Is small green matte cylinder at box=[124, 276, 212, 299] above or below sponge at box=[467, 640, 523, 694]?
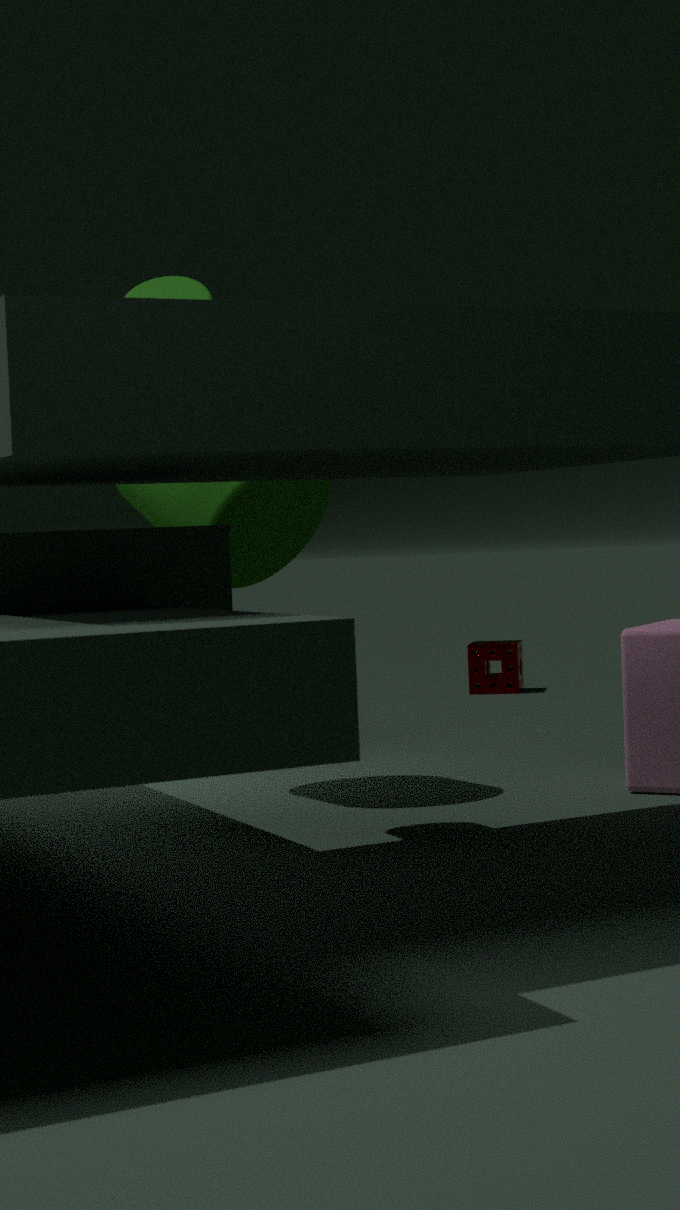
above
